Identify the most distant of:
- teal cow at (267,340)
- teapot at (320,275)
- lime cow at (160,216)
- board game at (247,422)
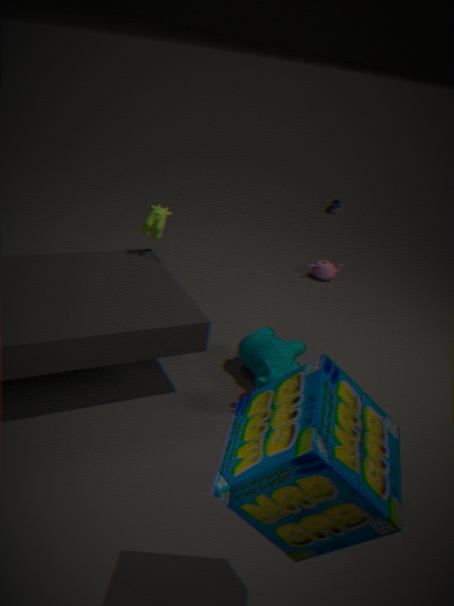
teapot at (320,275)
